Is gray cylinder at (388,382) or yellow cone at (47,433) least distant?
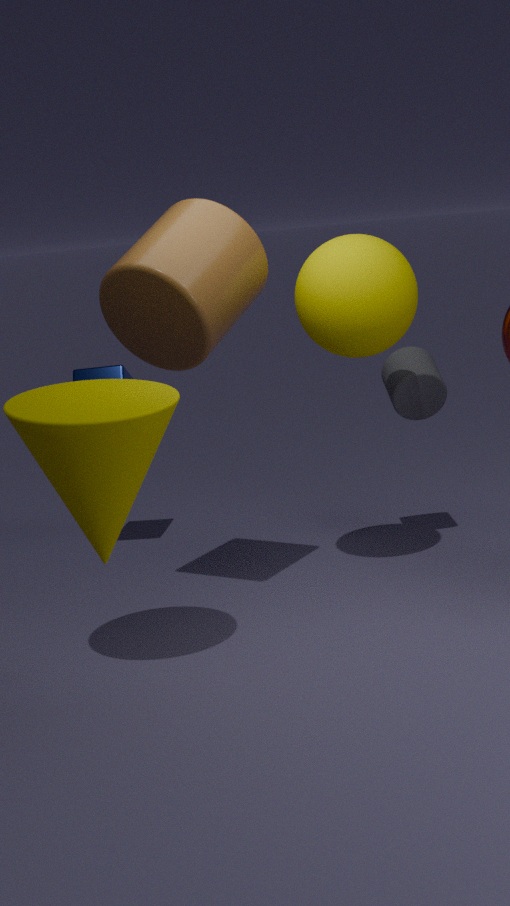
yellow cone at (47,433)
